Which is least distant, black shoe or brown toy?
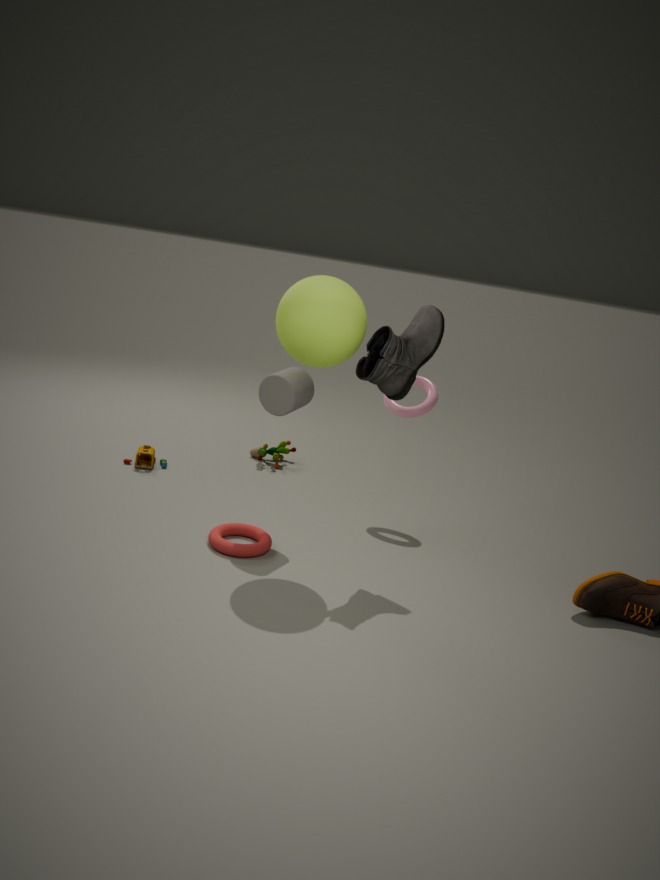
black shoe
